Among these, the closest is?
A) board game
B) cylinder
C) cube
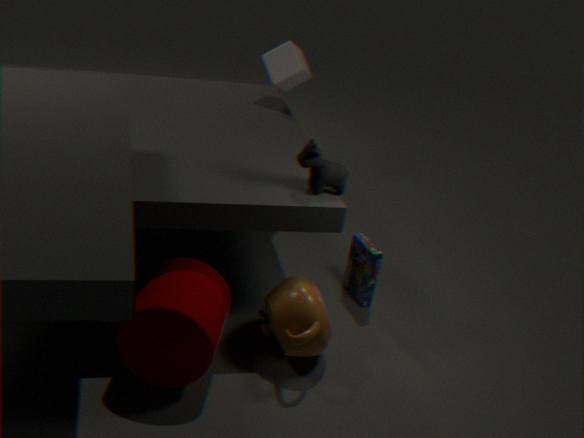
cylinder
